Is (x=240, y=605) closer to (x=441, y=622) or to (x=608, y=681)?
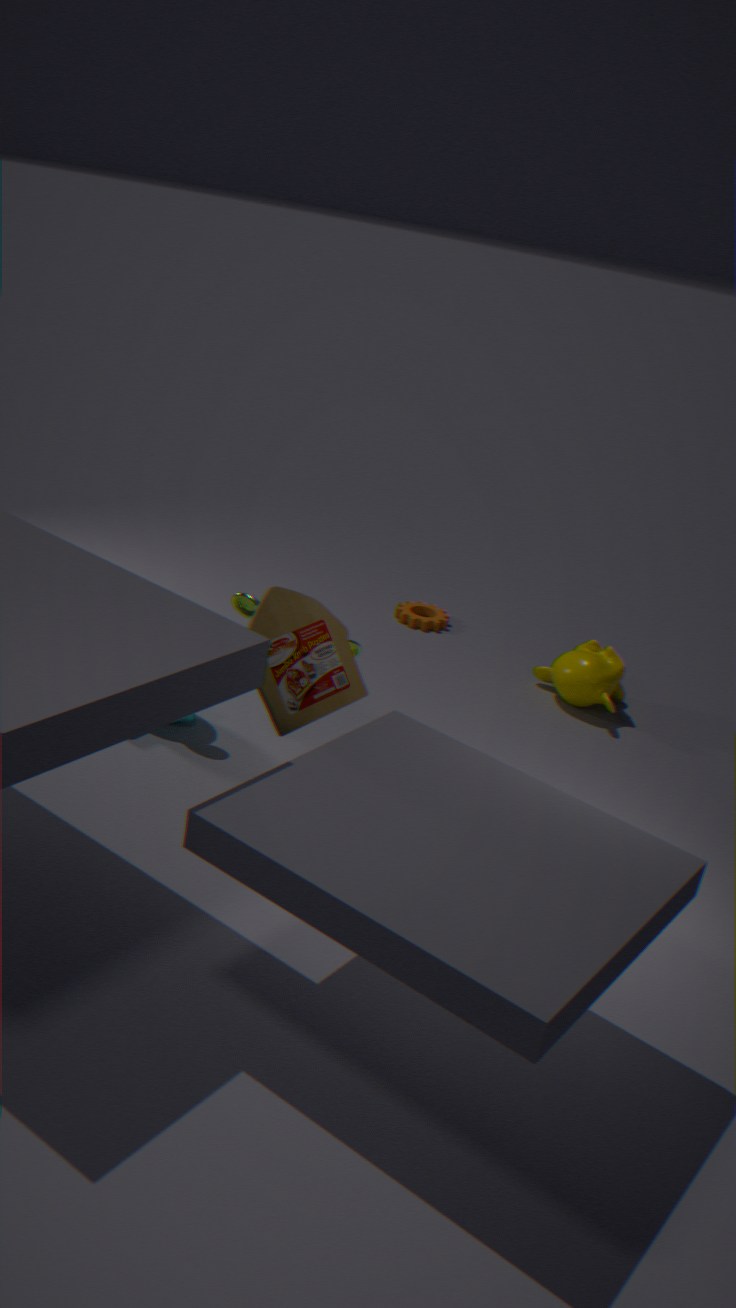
(x=608, y=681)
